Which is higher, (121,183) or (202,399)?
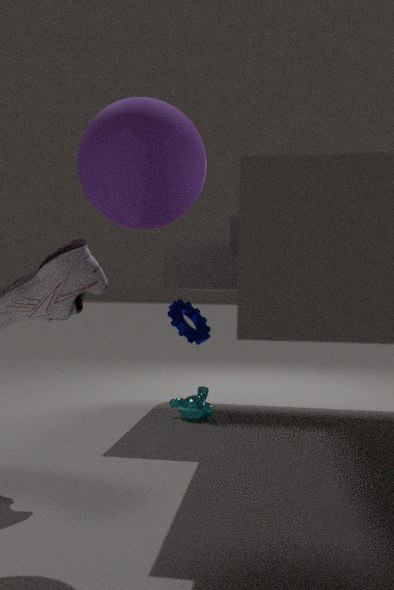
(121,183)
